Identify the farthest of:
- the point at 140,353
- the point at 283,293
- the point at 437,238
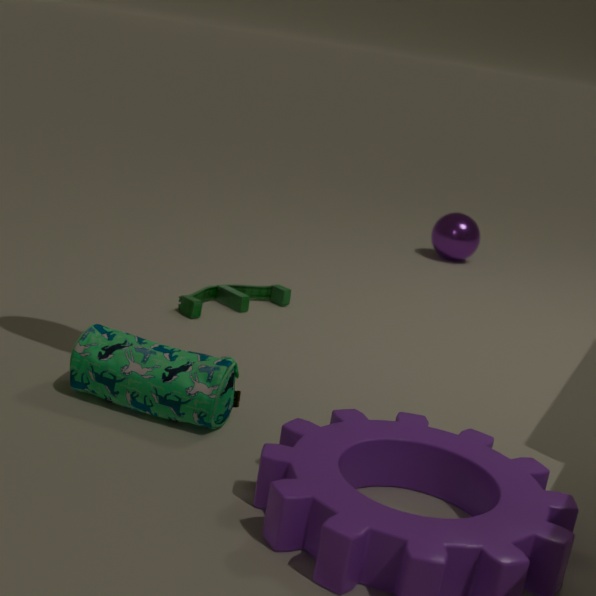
the point at 437,238
